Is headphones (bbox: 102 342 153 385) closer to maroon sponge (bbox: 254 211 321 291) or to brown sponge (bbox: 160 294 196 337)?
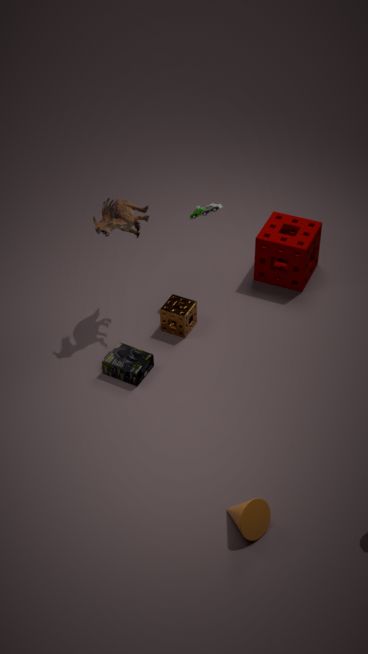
brown sponge (bbox: 160 294 196 337)
